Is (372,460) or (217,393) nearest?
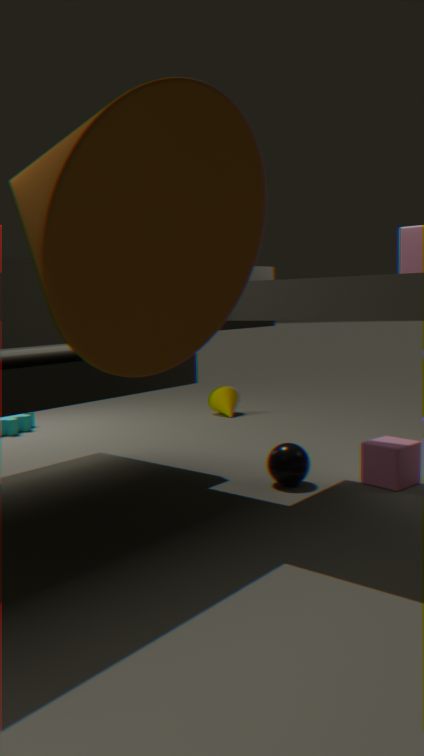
(372,460)
